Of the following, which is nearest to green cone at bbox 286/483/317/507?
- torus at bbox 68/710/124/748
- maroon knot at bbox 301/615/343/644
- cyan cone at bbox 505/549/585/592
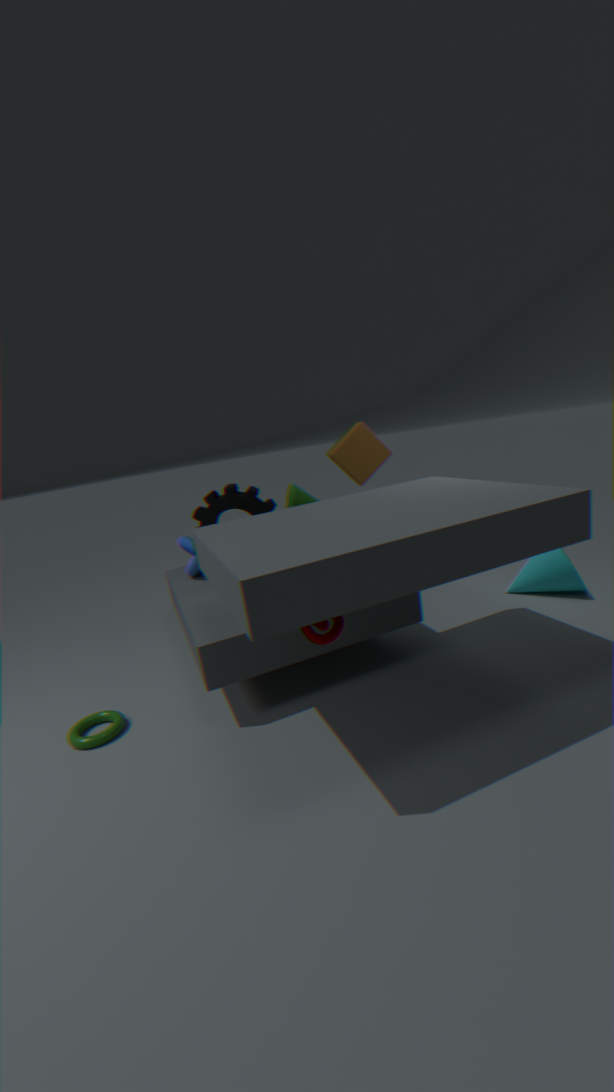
maroon knot at bbox 301/615/343/644
